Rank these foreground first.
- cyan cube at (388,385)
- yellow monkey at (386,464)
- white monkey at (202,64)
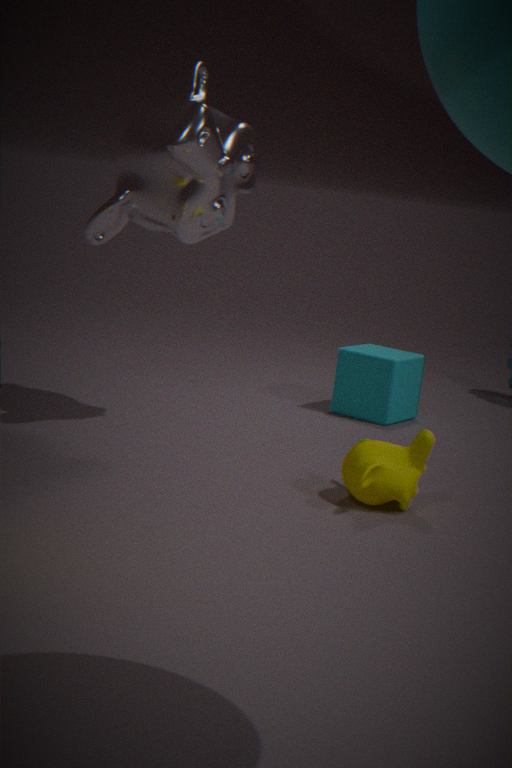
yellow monkey at (386,464) → white monkey at (202,64) → cyan cube at (388,385)
